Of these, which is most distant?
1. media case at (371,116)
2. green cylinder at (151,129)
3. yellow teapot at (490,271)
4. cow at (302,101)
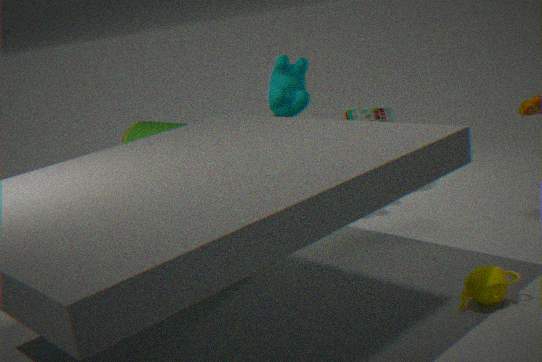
media case at (371,116)
